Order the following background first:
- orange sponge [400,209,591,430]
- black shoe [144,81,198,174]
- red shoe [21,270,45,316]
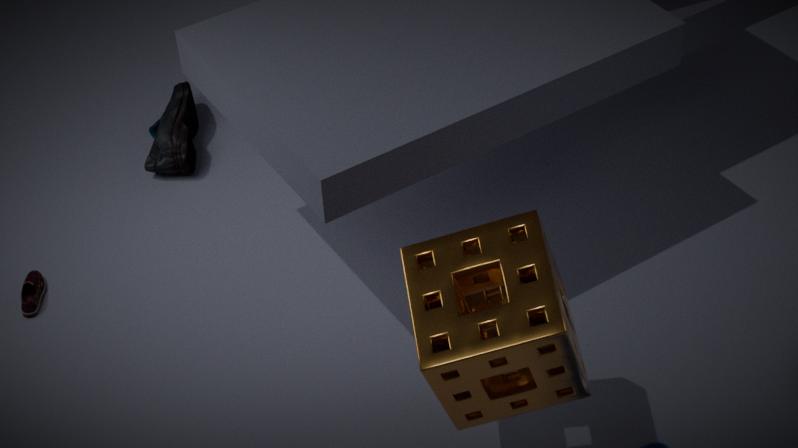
black shoe [144,81,198,174]
red shoe [21,270,45,316]
orange sponge [400,209,591,430]
